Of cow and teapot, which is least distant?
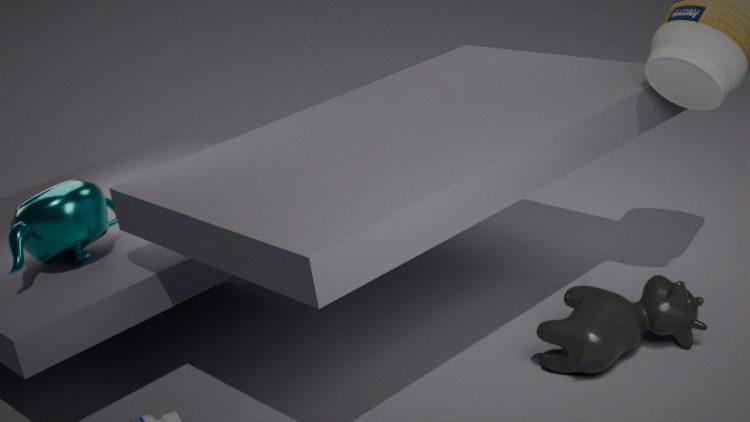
cow
